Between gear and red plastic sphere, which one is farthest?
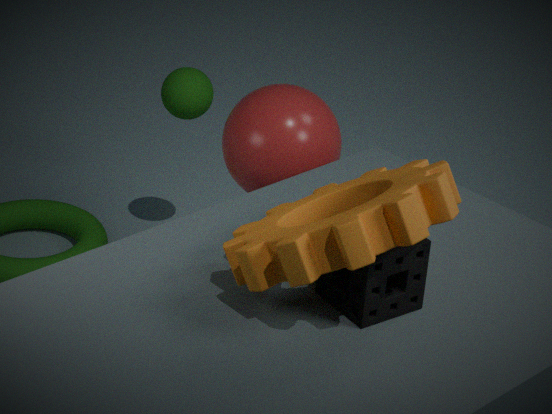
red plastic sphere
